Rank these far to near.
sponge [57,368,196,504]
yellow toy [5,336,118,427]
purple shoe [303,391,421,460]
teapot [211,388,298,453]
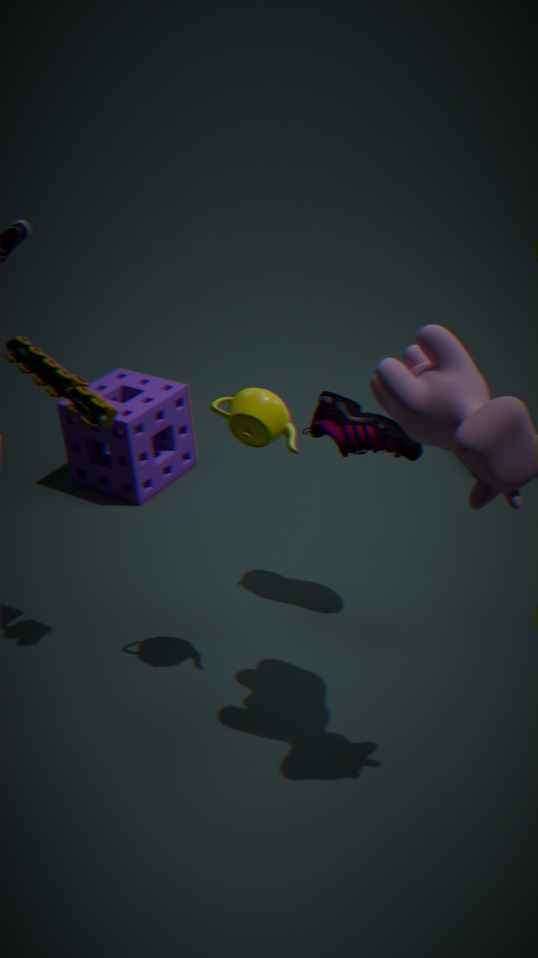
1. sponge [57,368,196,504]
2. purple shoe [303,391,421,460]
3. yellow toy [5,336,118,427]
4. teapot [211,388,298,453]
